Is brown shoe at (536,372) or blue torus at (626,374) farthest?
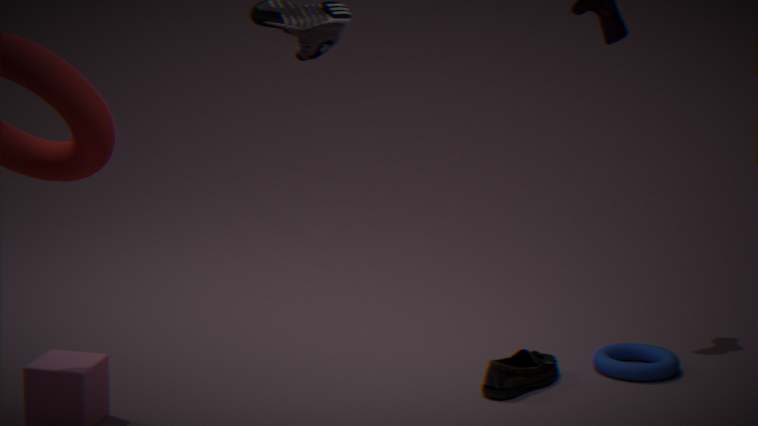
blue torus at (626,374)
